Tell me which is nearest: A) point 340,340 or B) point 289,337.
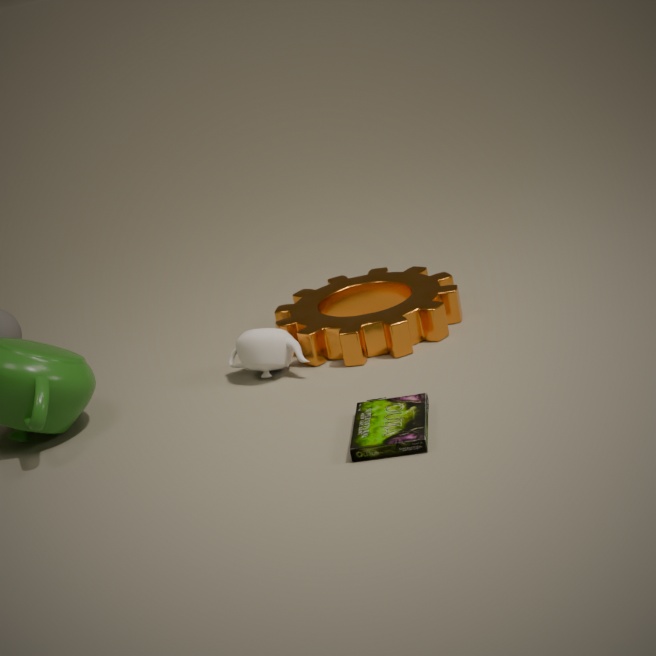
A. point 340,340
